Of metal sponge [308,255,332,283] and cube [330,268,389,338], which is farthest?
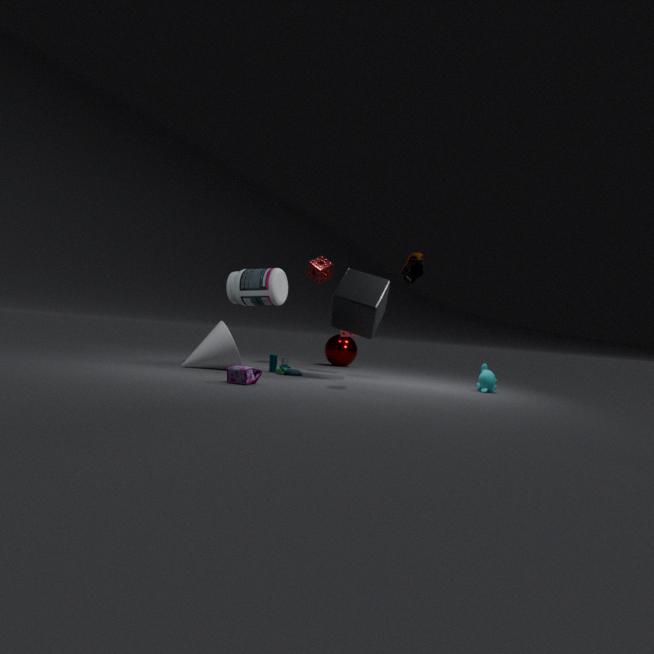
metal sponge [308,255,332,283]
